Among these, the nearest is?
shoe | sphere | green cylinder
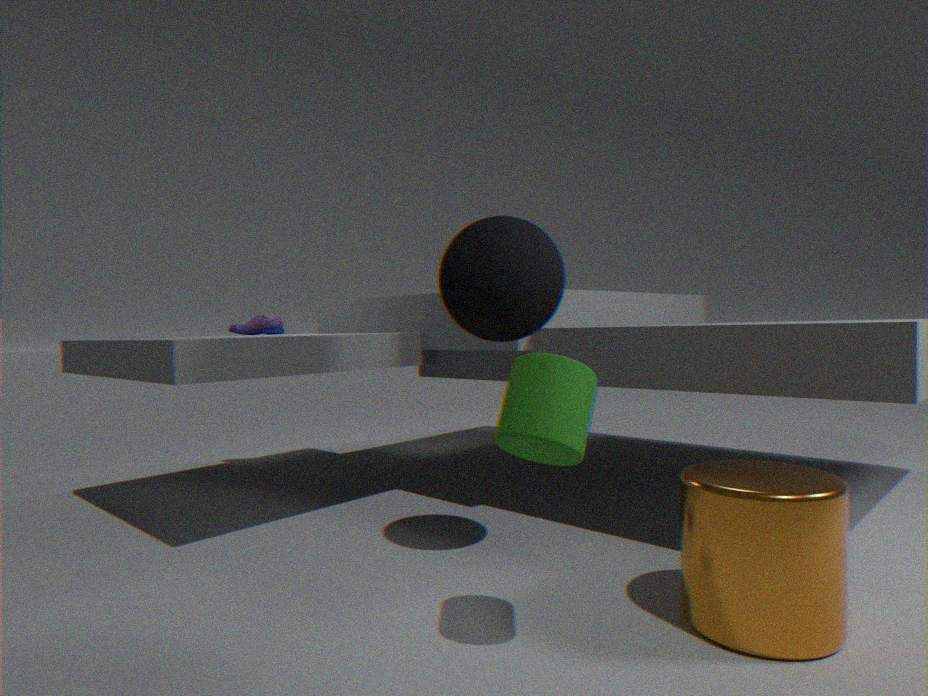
green cylinder
